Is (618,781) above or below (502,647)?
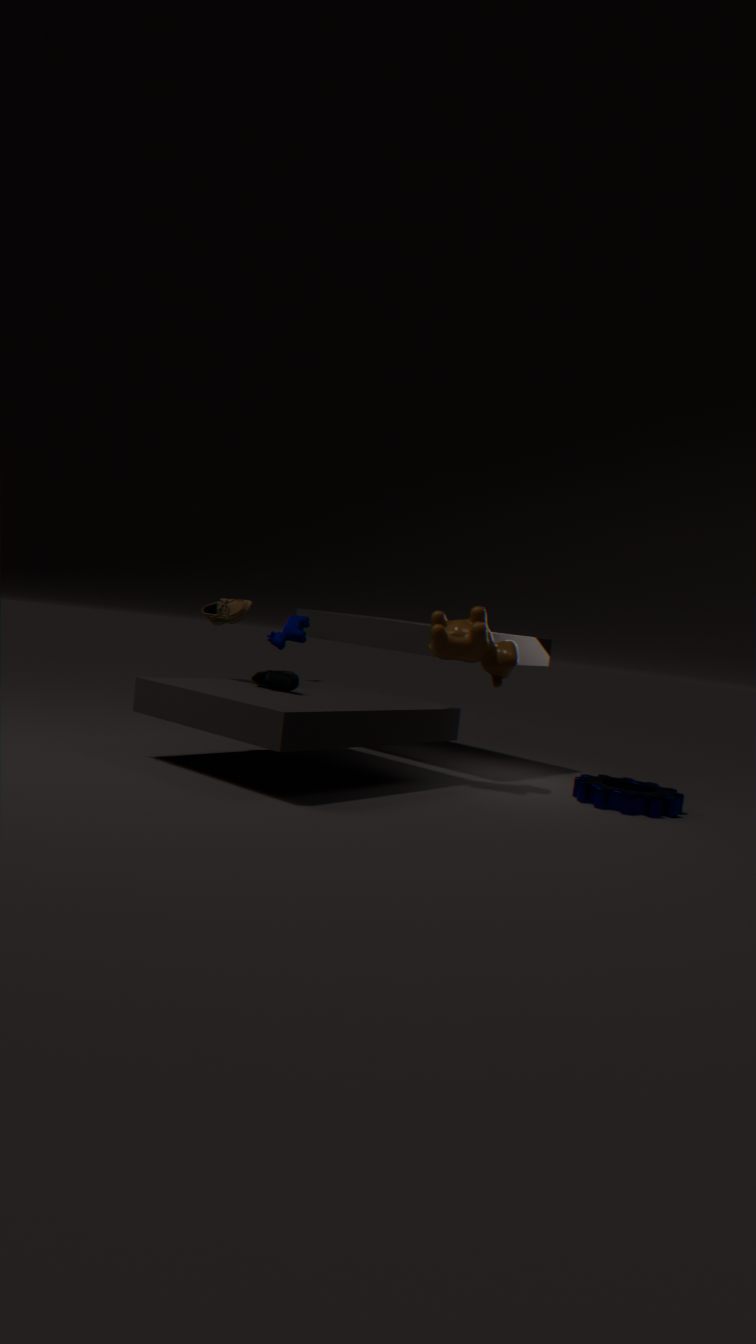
below
